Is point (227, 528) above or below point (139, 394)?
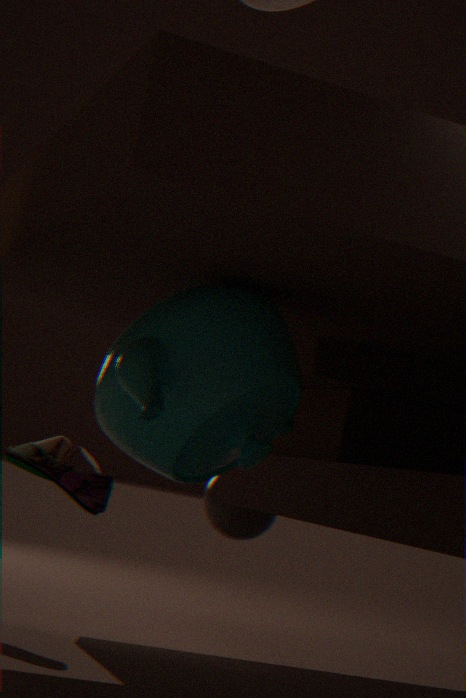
below
